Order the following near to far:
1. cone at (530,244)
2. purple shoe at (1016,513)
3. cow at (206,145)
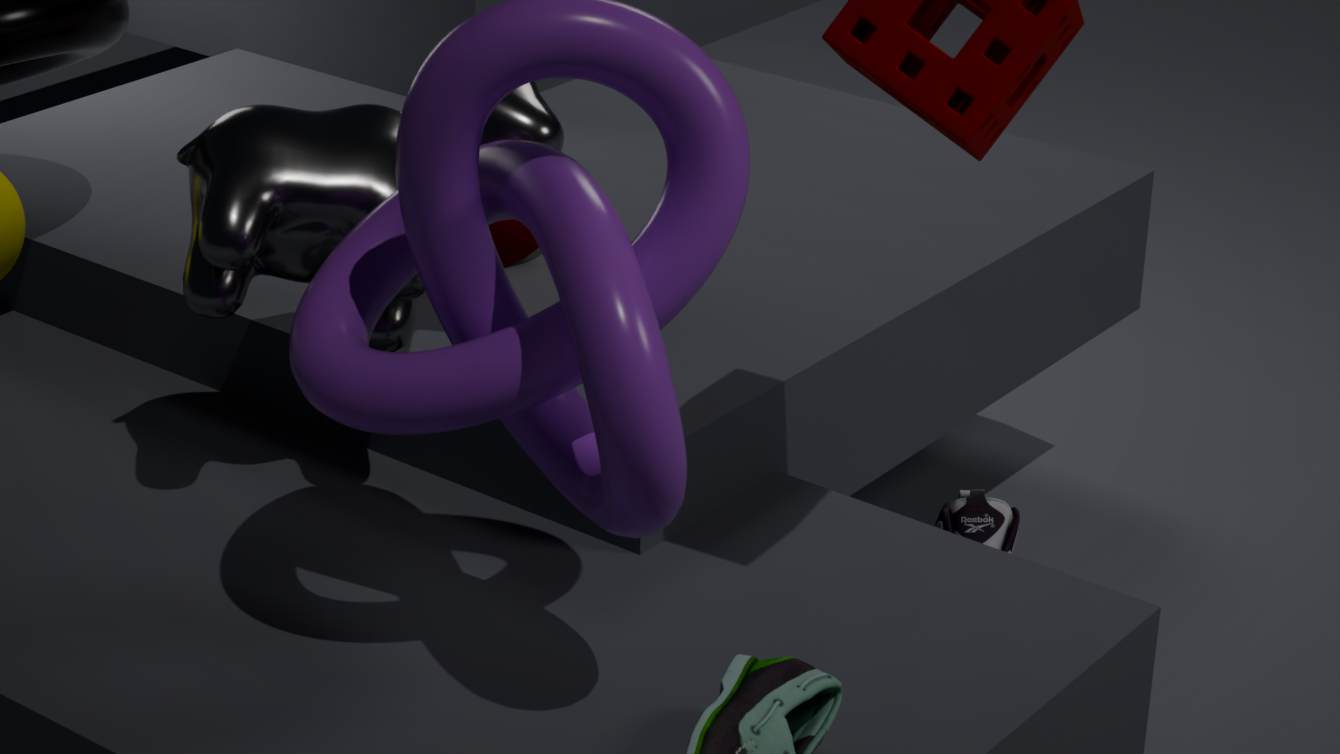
cow at (206,145) < cone at (530,244) < purple shoe at (1016,513)
